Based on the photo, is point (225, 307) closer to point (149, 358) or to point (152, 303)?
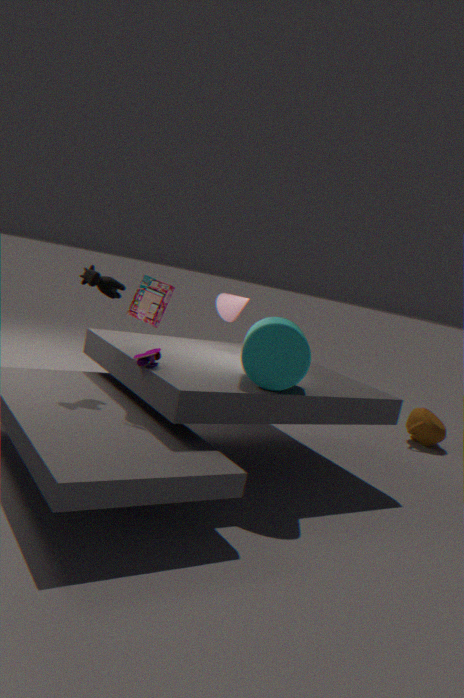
point (152, 303)
